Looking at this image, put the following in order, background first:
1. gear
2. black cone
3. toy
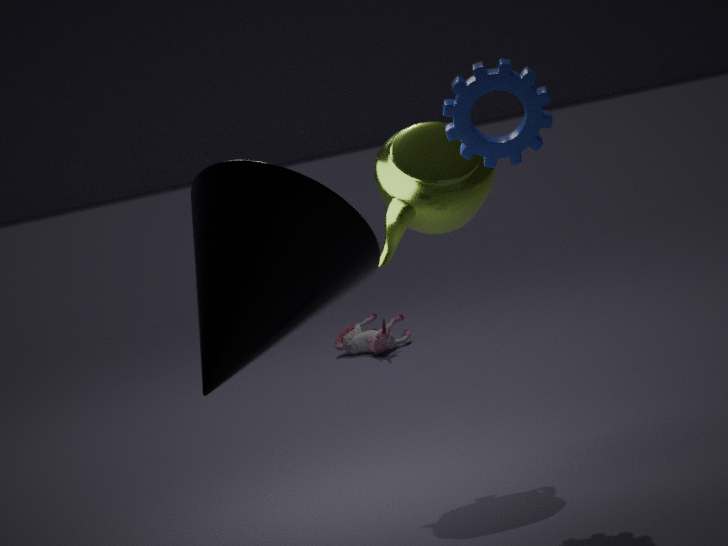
1. toy
2. gear
3. black cone
